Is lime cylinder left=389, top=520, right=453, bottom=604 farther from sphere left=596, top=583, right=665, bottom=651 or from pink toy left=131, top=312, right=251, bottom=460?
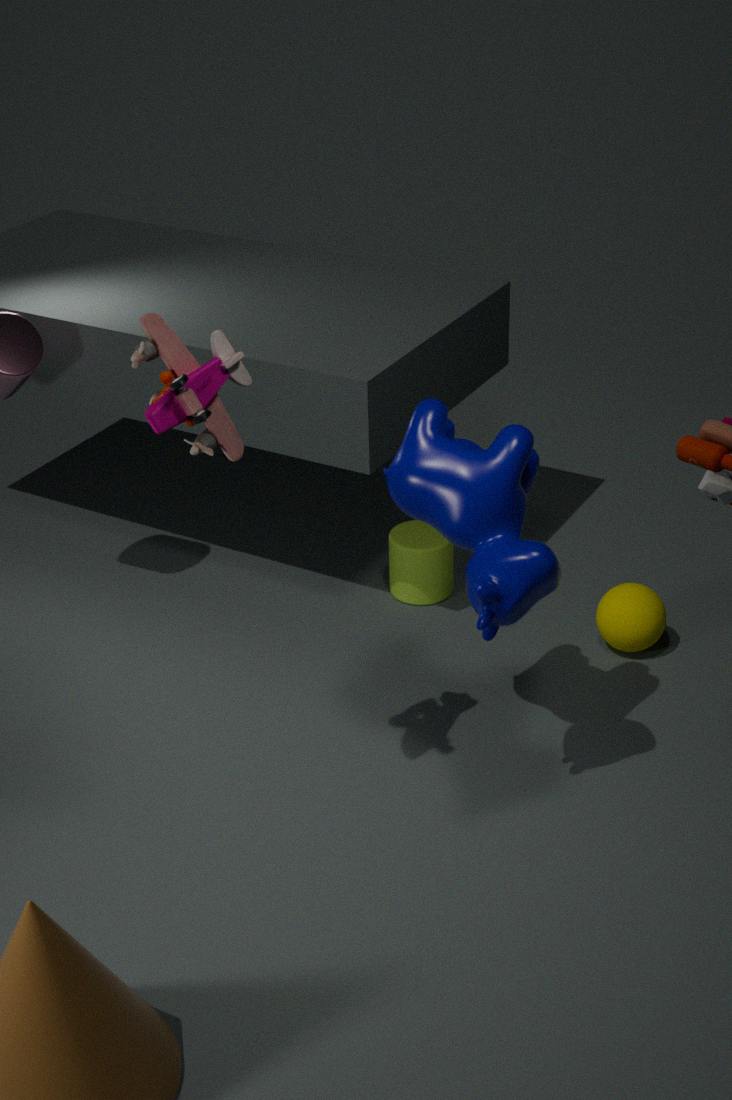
pink toy left=131, top=312, right=251, bottom=460
